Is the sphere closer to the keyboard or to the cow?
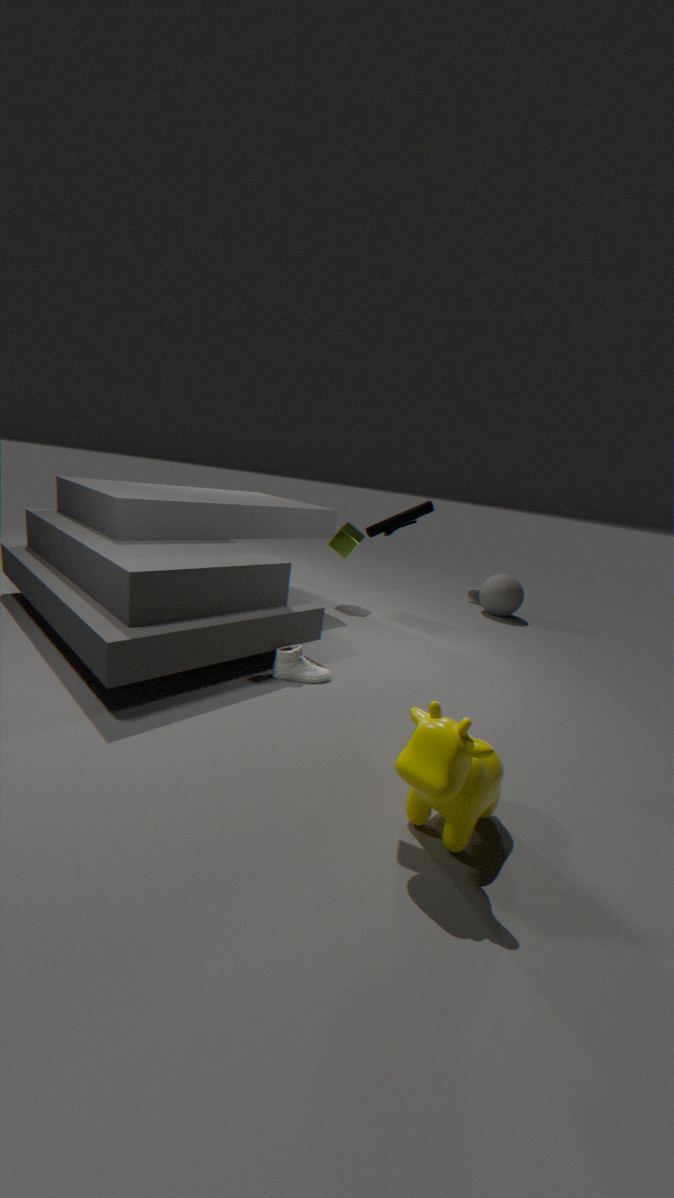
the cow
